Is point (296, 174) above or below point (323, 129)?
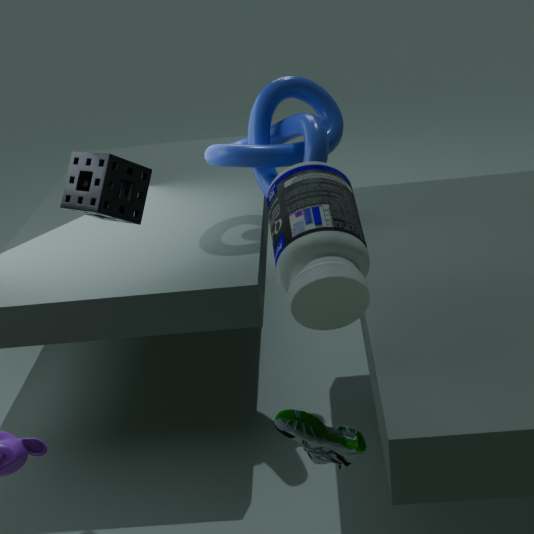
below
